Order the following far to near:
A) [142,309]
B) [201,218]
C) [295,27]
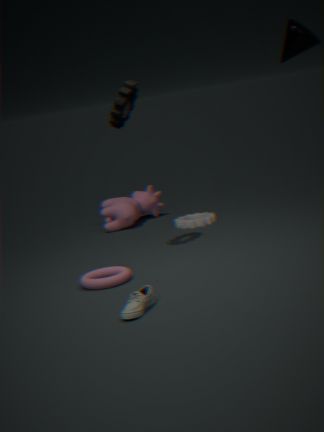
1. B. [201,218]
2. C. [295,27]
3. A. [142,309]
